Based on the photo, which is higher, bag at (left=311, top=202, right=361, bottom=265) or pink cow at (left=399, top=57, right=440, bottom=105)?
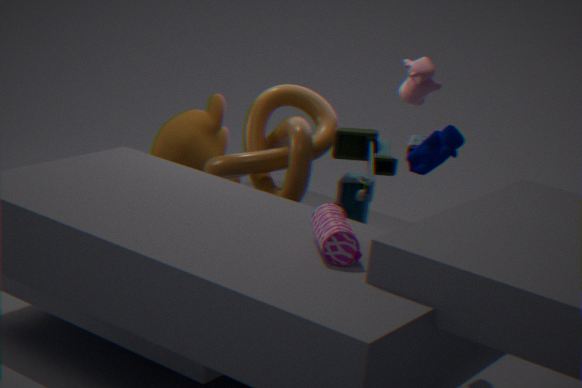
pink cow at (left=399, top=57, right=440, bottom=105)
